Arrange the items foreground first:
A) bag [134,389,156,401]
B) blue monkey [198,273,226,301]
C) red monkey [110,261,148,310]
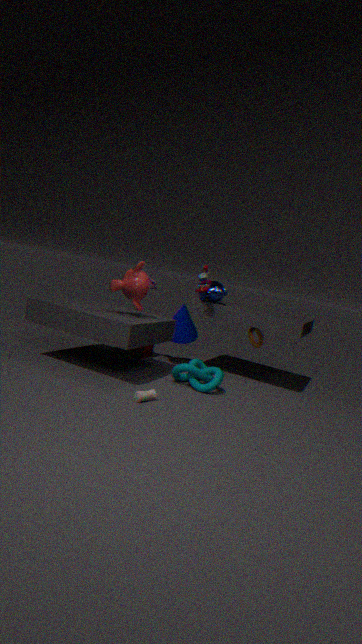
bag [134,389,156,401]
red monkey [110,261,148,310]
blue monkey [198,273,226,301]
